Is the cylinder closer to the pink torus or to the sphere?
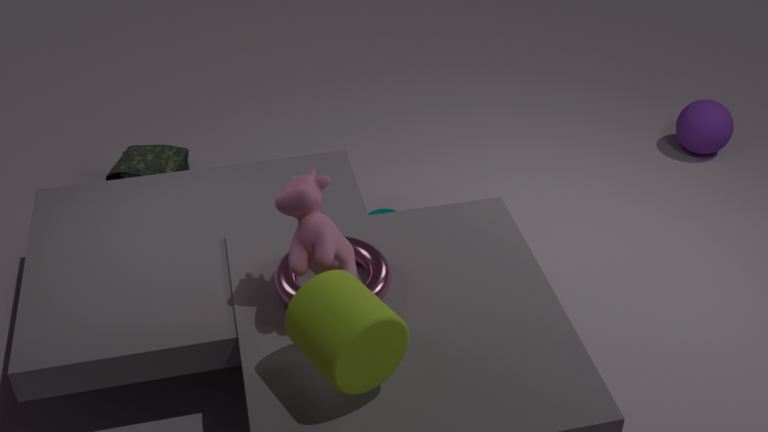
the pink torus
